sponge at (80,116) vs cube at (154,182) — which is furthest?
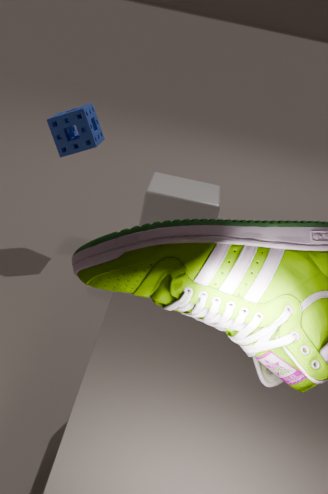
A: cube at (154,182)
